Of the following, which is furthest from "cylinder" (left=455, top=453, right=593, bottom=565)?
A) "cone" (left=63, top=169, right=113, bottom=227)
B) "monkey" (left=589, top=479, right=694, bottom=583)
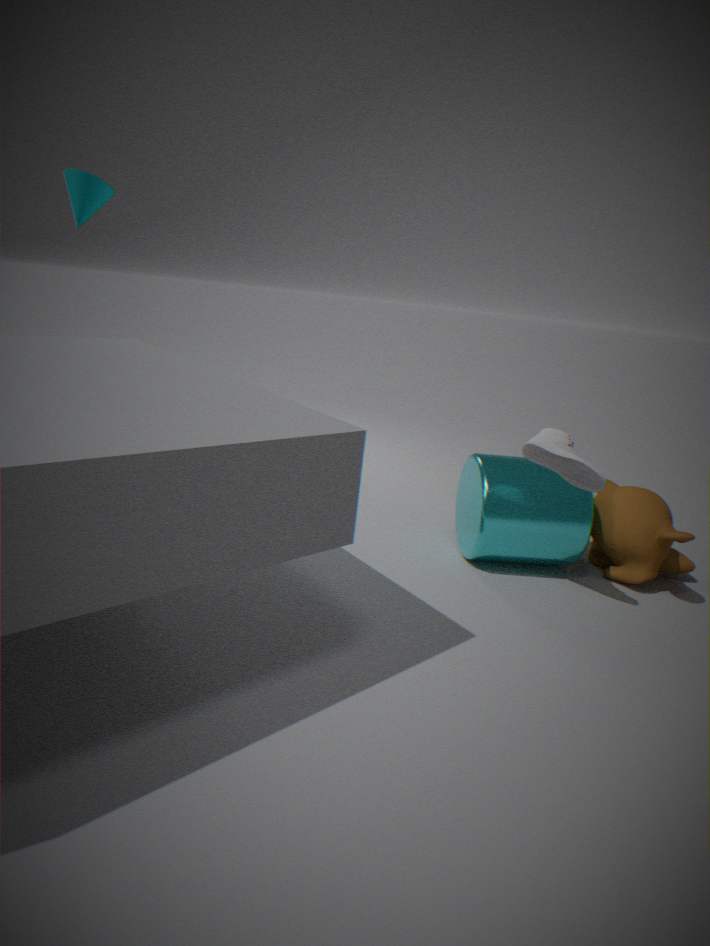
"cone" (left=63, top=169, right=113, bottom=227)
